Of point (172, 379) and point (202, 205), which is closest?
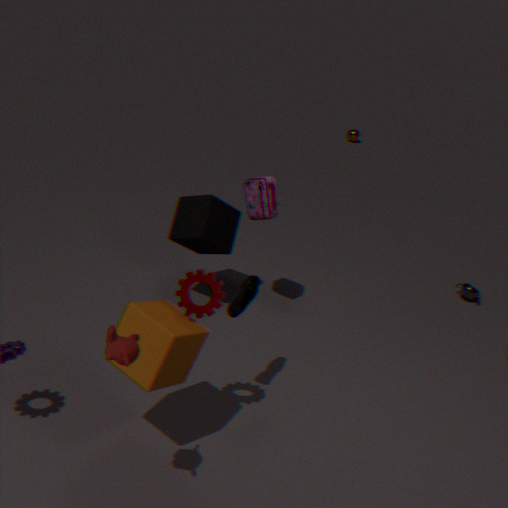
point (172, 379)
